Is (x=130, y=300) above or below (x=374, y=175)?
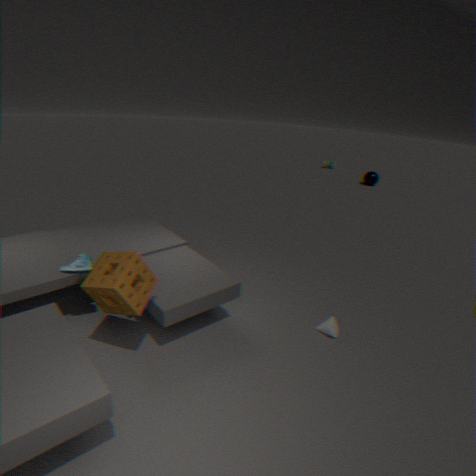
above
